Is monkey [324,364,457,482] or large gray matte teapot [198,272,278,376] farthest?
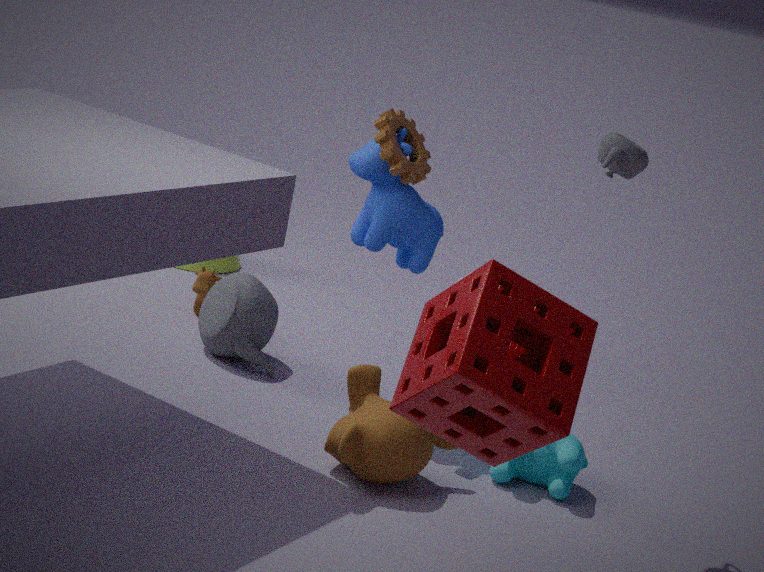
large gray matte teapot [198,272,278,376]
